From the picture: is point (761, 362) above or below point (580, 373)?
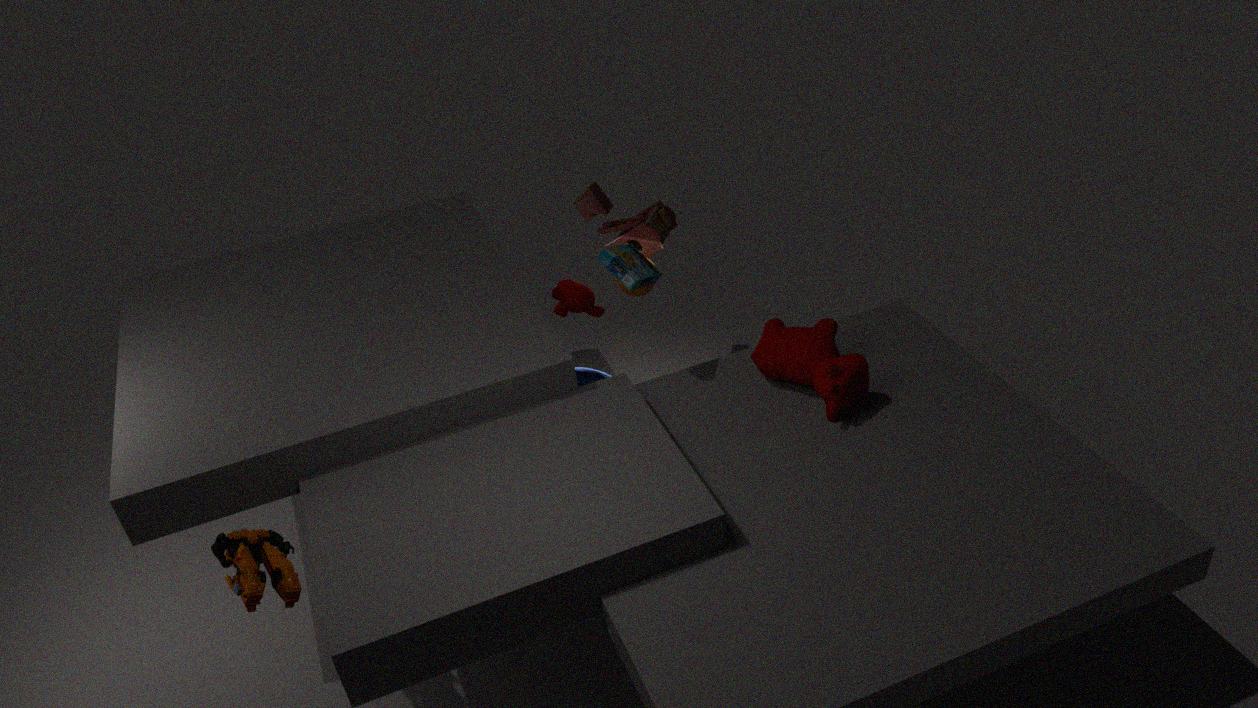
above
